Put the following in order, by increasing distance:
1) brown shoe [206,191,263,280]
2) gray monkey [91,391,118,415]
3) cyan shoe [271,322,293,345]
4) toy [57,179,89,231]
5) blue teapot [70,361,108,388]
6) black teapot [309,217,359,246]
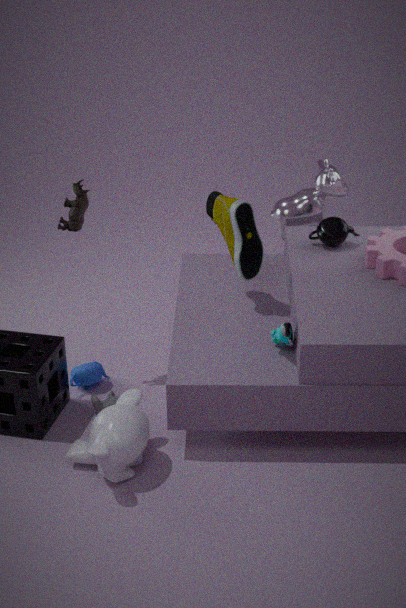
3. cyan shoe [271,322,293,345], 2. gray monkey [91,391,118,415], 1. brown shoe [206,191,263,280], 4. toy [57,179,89,231], 5. blue teapot [70,361,108,388], 6. black teapot [309,217,359,246]
